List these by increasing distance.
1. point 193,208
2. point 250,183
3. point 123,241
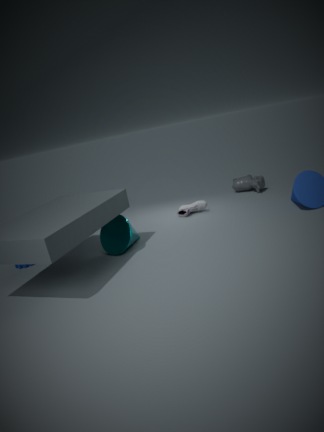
point 123,241, point 193,208, point 250,183
